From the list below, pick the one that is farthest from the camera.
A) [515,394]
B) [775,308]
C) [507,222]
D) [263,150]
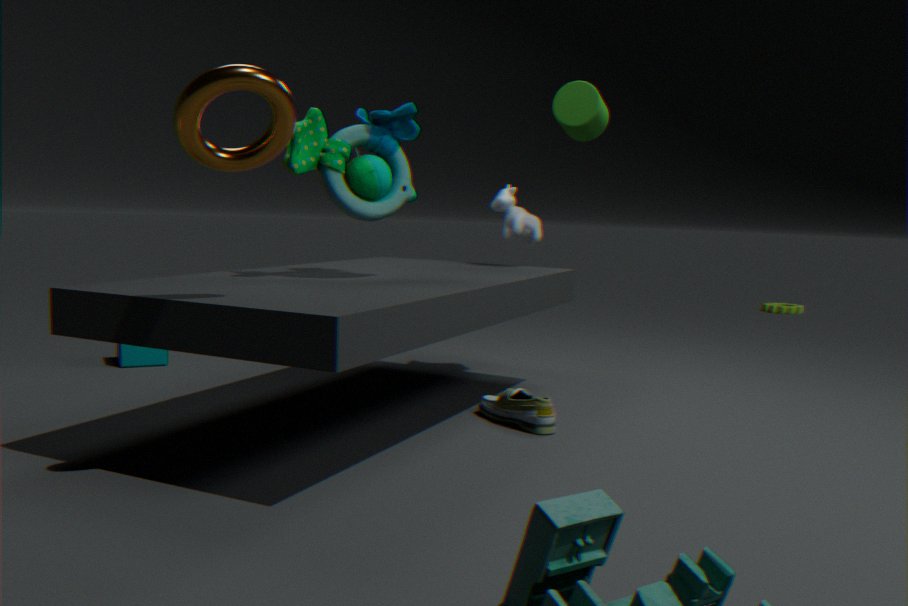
[775,308]
